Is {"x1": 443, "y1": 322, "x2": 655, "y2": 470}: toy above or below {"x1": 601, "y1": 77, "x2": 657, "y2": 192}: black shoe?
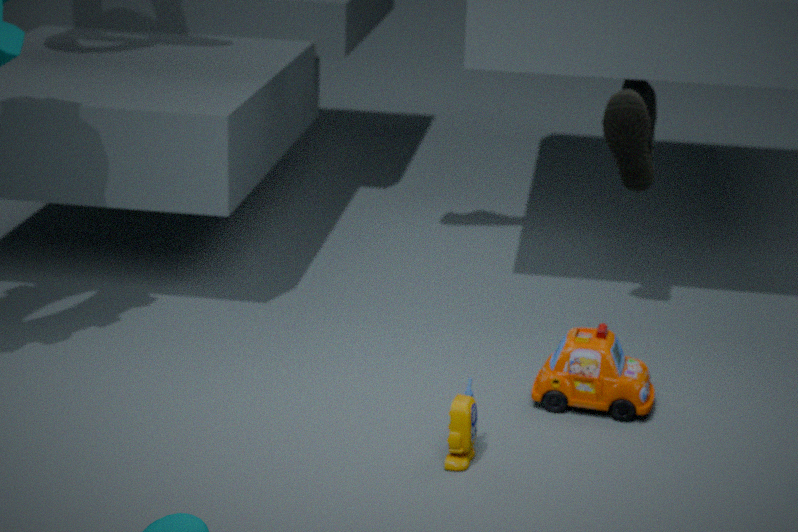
below
